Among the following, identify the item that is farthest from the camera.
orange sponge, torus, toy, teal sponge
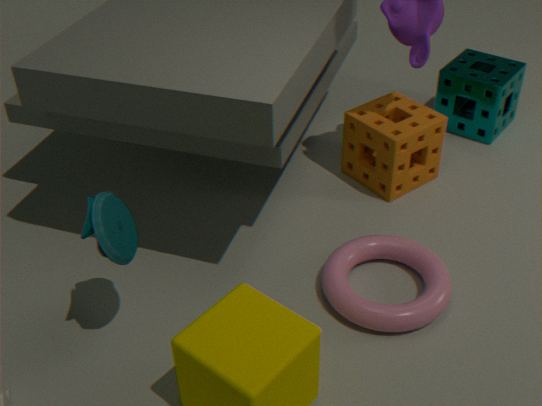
teal sponge
